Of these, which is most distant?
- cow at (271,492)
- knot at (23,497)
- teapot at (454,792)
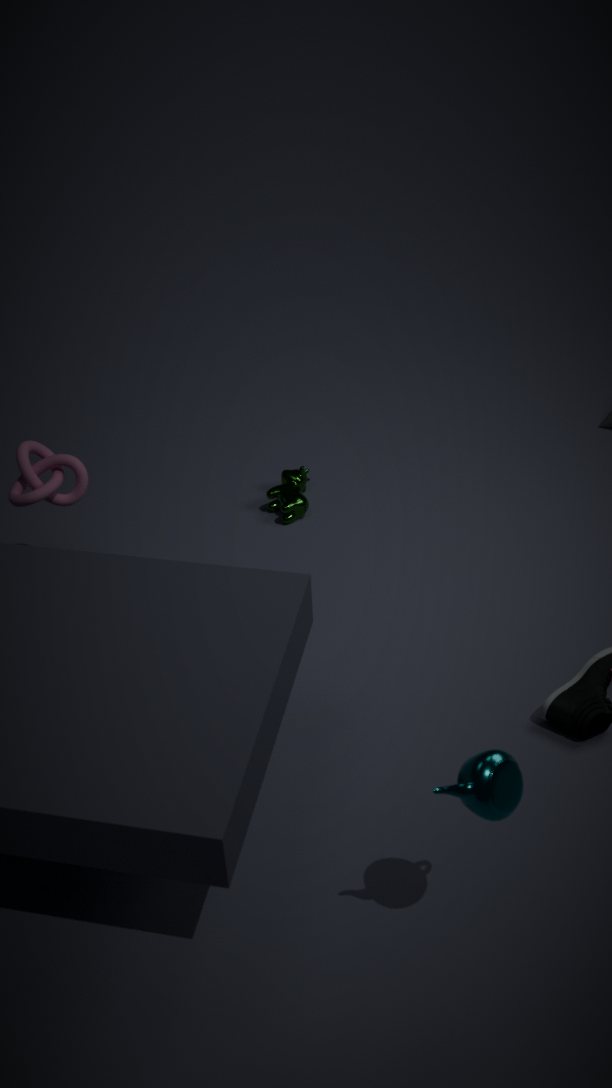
cow at (271,492)
